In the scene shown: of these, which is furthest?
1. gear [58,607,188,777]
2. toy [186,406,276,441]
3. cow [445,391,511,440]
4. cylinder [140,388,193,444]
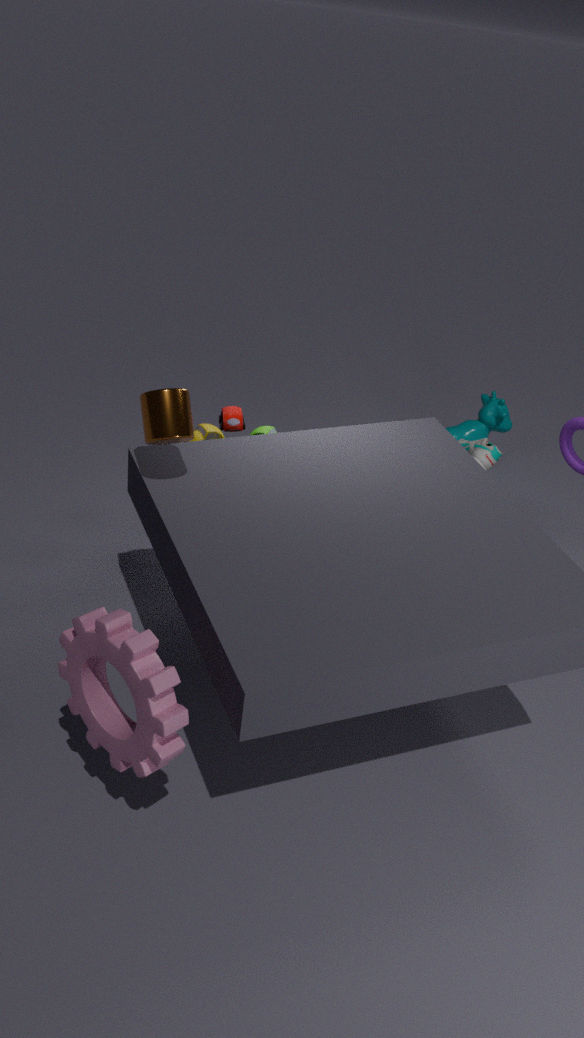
cow [445,391,511,440]
